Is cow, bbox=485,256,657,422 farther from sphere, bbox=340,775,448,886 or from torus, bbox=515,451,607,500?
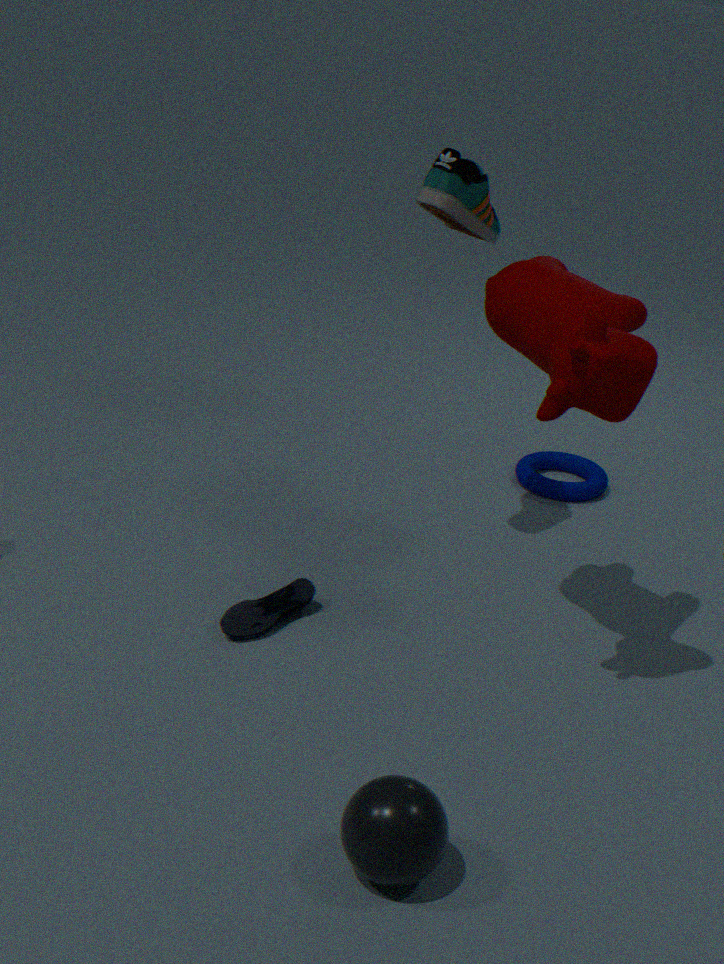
torus, bbox=515,451,607,500
